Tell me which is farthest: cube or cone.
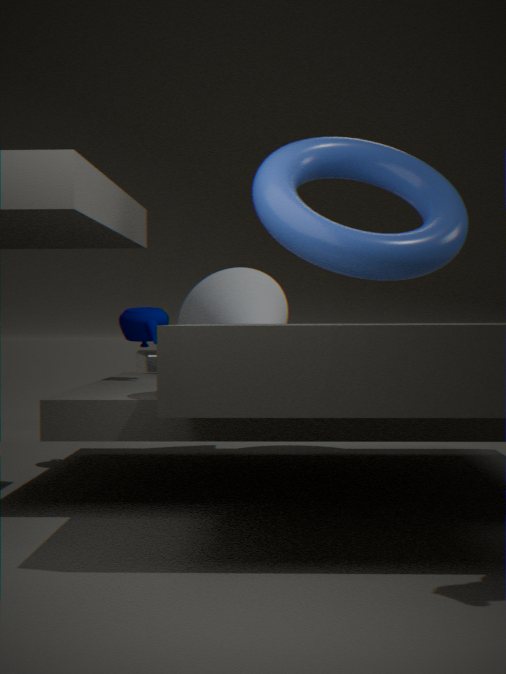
cube
